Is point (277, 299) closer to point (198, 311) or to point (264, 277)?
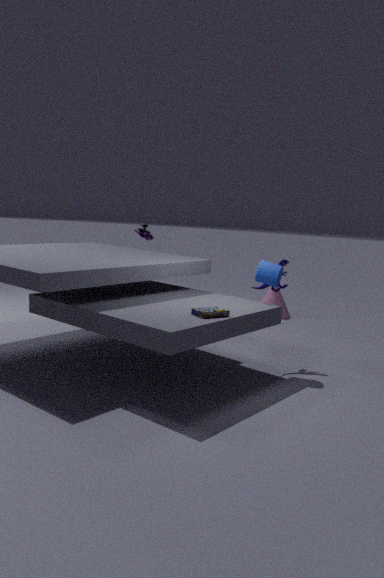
point (264, 277)
